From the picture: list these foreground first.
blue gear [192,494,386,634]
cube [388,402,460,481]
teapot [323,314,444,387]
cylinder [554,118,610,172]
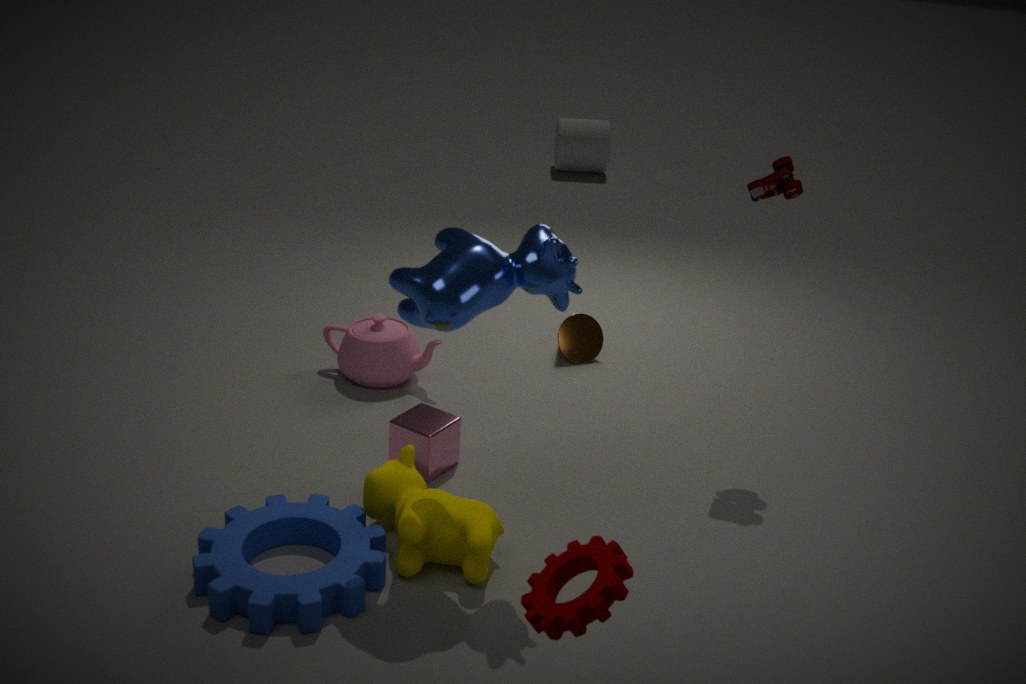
blue gear [192,494,386,634] < cube [388,402,460,481] < teapot [323,314,444,387] < cylinder [554,118,610,172]
